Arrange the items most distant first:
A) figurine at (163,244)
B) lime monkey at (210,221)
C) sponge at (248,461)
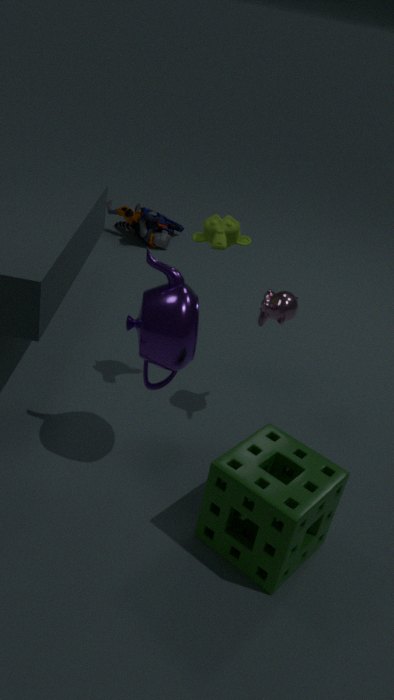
1. figurine at (163,244)
2. lime monkey at (210,221)
3. sponge at (248,461)
